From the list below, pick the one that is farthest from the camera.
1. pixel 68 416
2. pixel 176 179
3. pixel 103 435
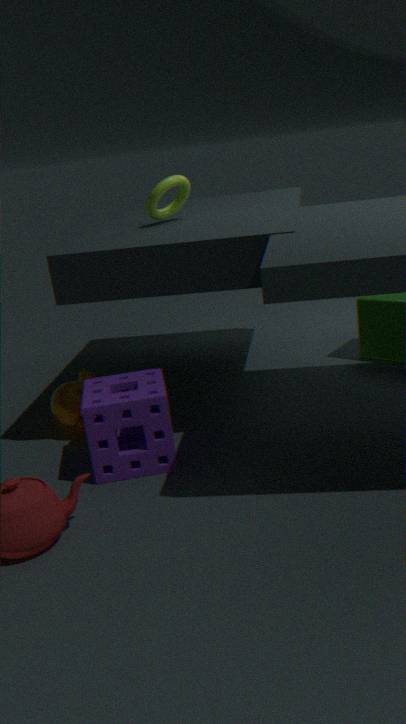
pixel 176 179
